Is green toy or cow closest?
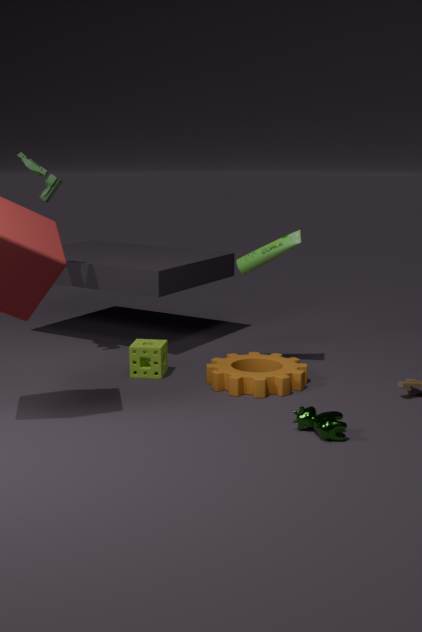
cow
